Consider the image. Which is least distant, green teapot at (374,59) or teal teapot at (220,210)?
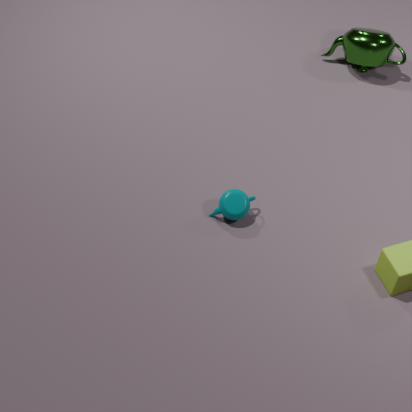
teal teapot at (220,210)
